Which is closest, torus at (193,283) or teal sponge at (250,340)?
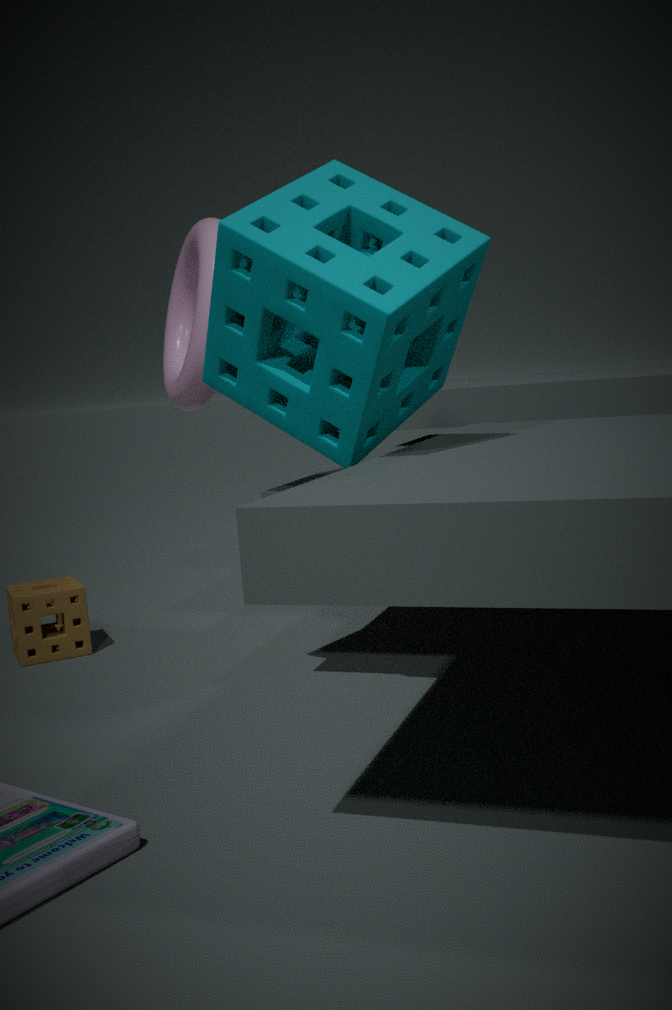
teal sponge at (250,340)
